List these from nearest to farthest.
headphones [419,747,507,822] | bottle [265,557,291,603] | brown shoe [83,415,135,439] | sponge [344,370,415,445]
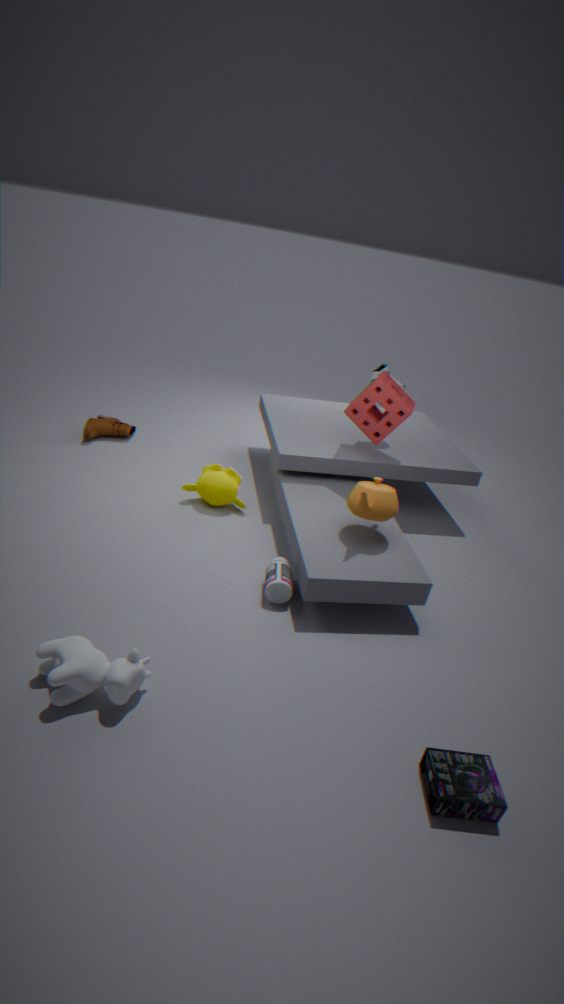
headphones [419,747,507,822]
bottle [265,557,291,603]
sponge [344,370,415,445]
brown shoe [83,415,135,439]
